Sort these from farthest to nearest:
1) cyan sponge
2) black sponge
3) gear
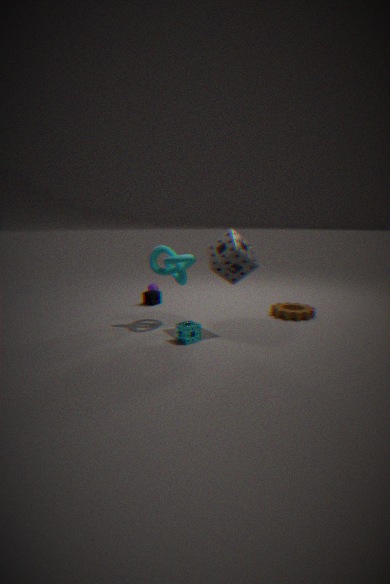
2. black sponge → 3. gear → 1. cyan sponge
